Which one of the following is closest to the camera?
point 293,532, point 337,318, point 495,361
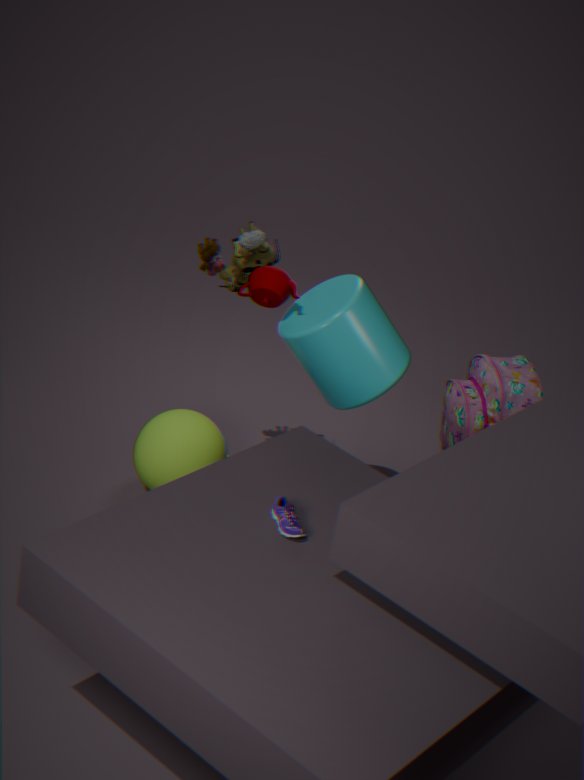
point 293,532
